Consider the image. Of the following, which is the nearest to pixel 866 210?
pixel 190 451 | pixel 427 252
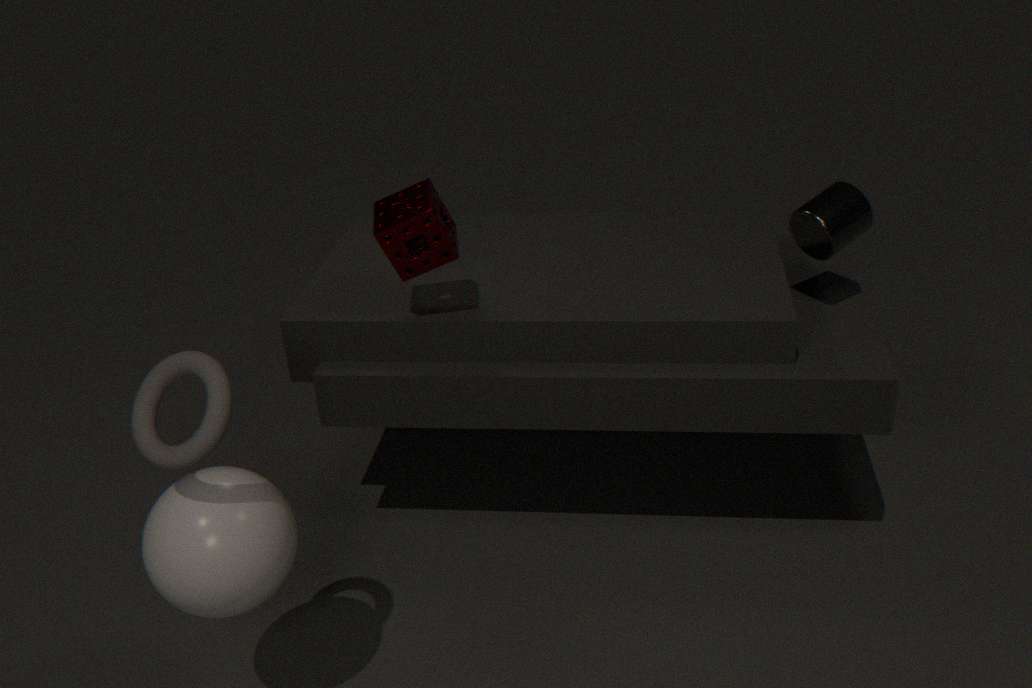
pixel 427 252
